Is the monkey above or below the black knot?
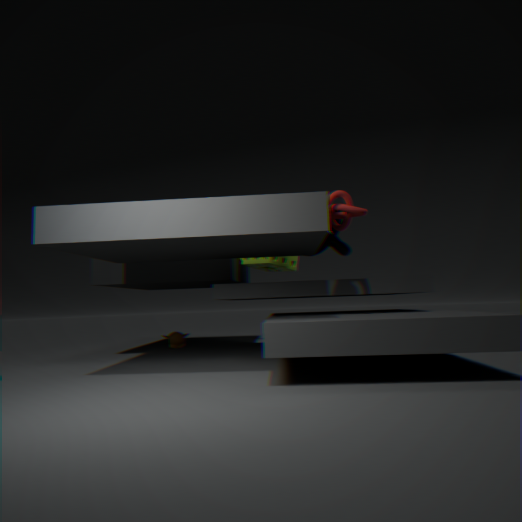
below
